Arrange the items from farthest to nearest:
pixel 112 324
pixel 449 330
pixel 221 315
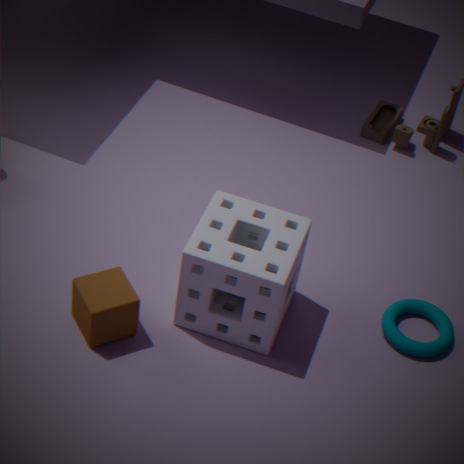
pixel 449 330, pixel 221 315, pixel 112 324
